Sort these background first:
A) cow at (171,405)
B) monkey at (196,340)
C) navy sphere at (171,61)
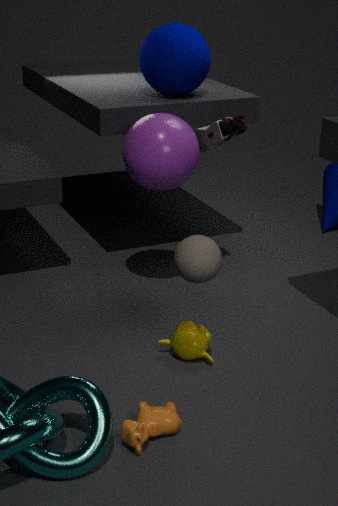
navy sphere at (171,61)
monkey at (196,340)
cow at (171,405)
